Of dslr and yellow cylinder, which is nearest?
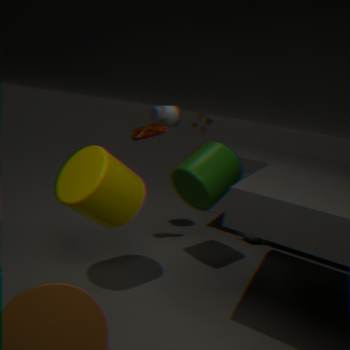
yellow cylinder
